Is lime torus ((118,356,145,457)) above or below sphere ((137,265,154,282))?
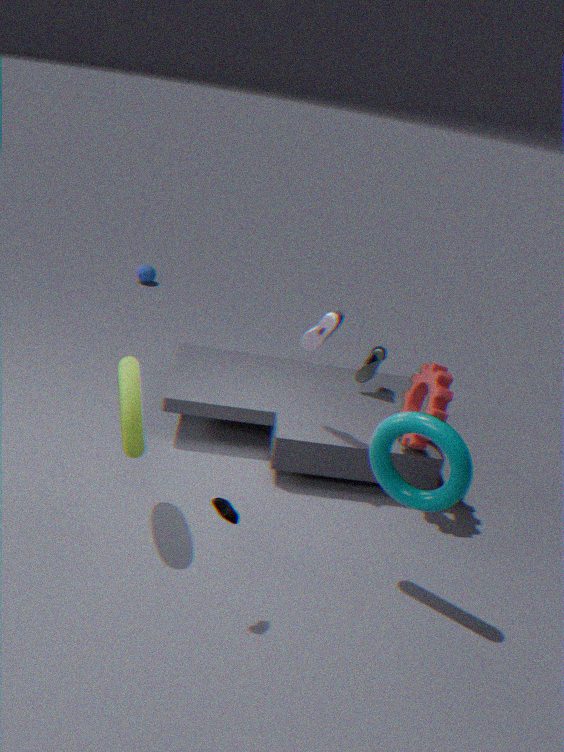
above
